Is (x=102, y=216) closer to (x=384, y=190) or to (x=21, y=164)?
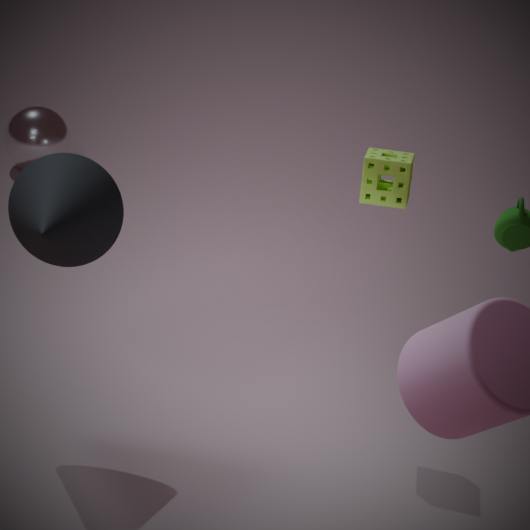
(x=384, y=190)
